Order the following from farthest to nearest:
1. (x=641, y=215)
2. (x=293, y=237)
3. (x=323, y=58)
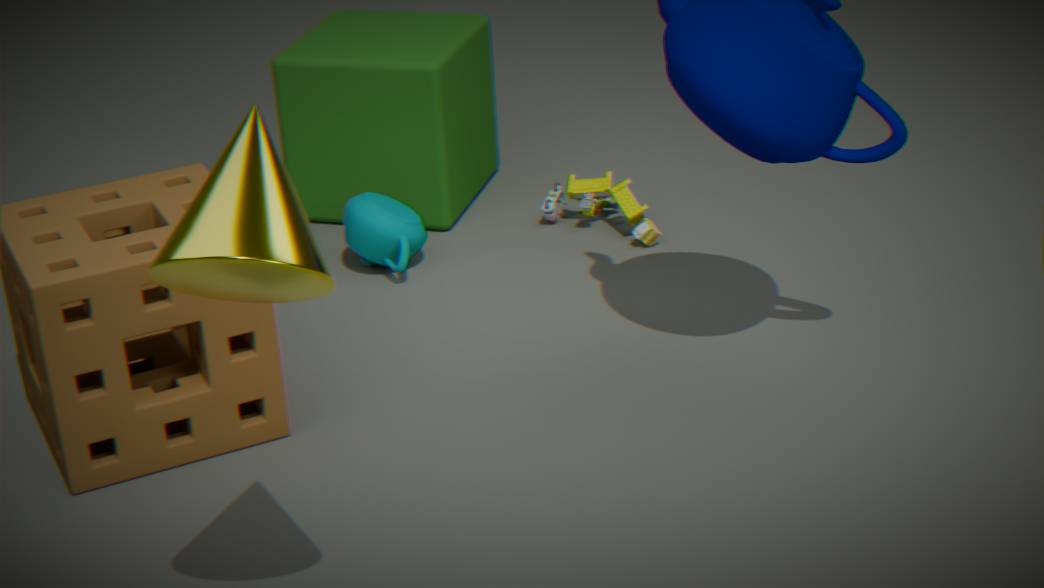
(x=323, y=58) < (x=641, y=215) < (x=293, y=237)
